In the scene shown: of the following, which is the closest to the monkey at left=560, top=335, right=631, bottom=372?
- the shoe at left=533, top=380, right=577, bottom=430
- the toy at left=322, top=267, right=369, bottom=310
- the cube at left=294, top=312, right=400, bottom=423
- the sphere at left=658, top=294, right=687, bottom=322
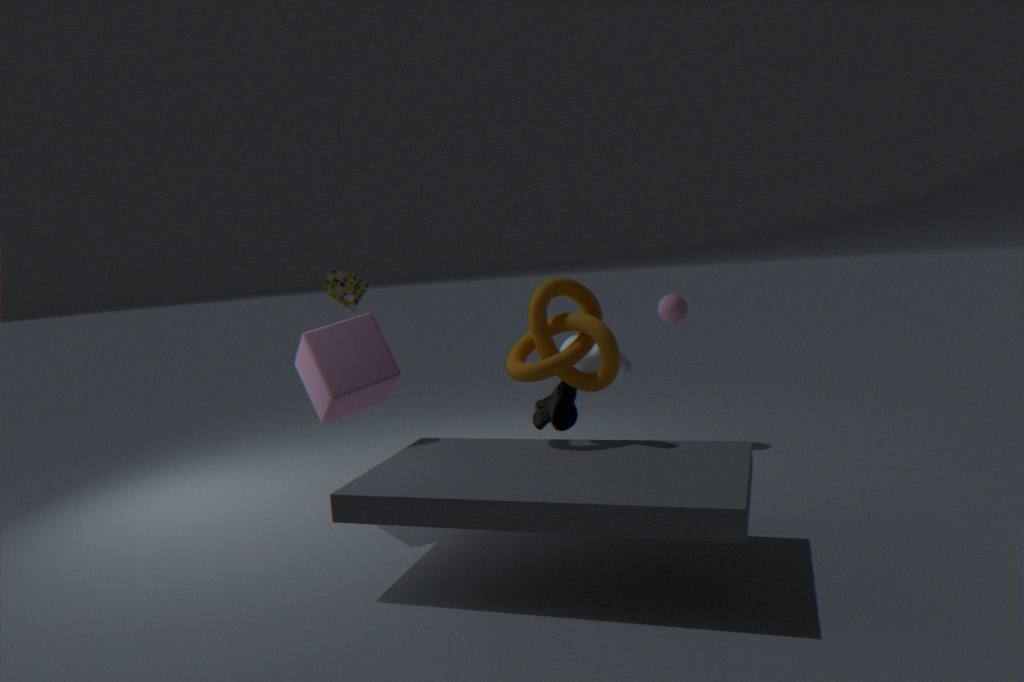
the shoe at left=533, top=380, right=577, bottom=430
